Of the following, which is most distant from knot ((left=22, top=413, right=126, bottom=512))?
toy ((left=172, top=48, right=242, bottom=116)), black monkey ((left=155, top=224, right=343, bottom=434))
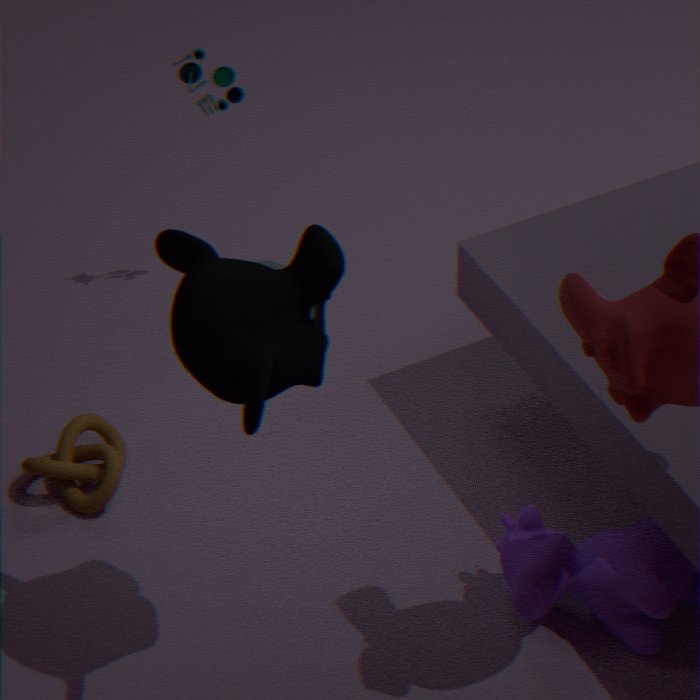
toy ((left=172, top=48, right=242, bottom=116))
